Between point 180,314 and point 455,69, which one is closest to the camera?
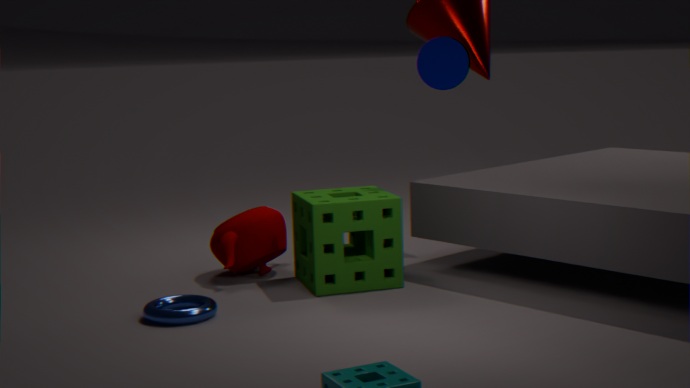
point 180,314
